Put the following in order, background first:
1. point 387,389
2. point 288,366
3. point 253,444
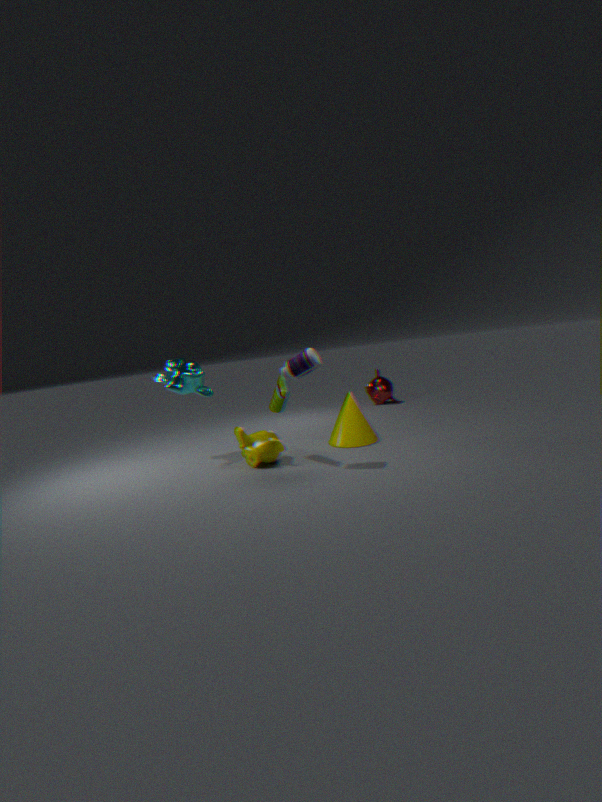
point 387,389
point 253,444
point 288,366
